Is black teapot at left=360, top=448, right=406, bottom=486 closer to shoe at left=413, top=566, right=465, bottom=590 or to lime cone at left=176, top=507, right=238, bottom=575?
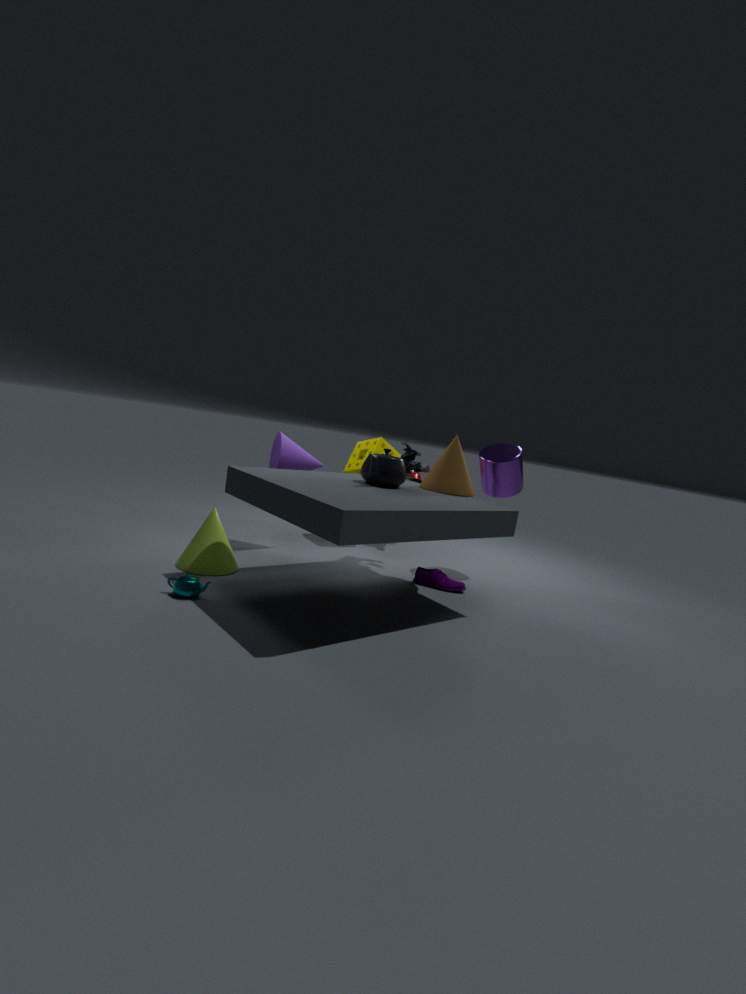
shoe at left=413, top=566, right=465, bottom=590
